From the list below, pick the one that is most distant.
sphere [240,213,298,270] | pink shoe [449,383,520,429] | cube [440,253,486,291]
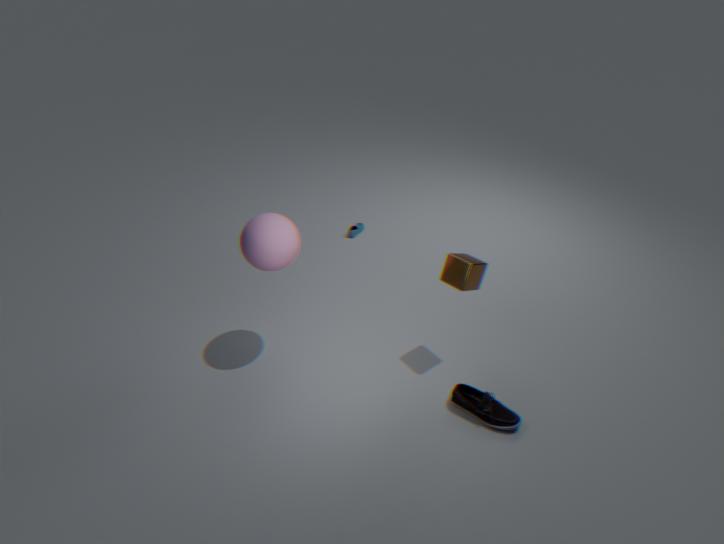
cube [440,253,486,291]
